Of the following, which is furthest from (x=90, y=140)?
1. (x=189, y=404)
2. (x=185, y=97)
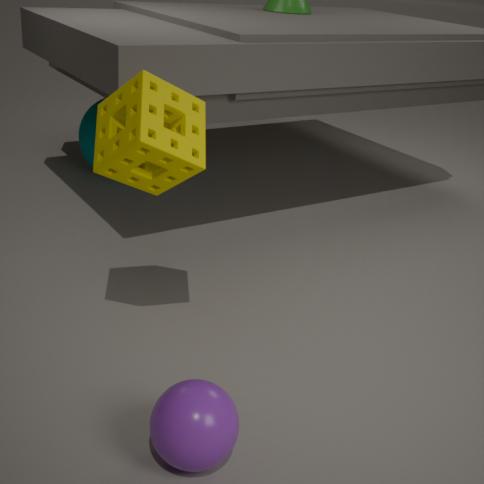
(x=189, y=404)
